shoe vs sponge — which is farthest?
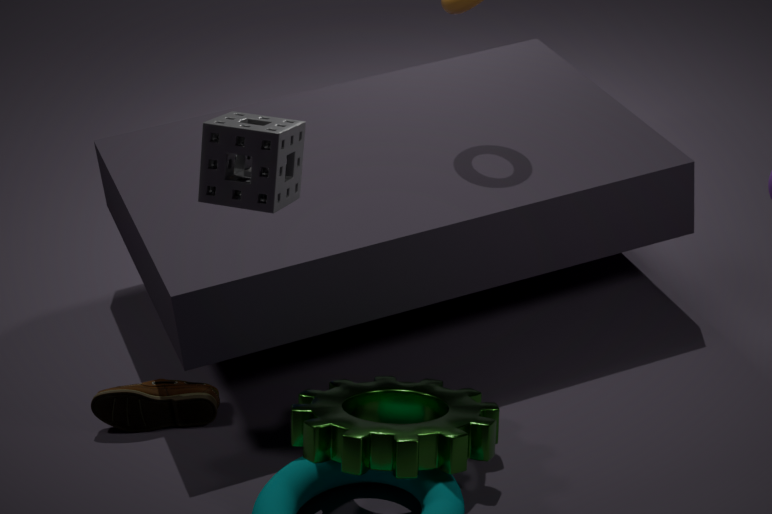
shoe
